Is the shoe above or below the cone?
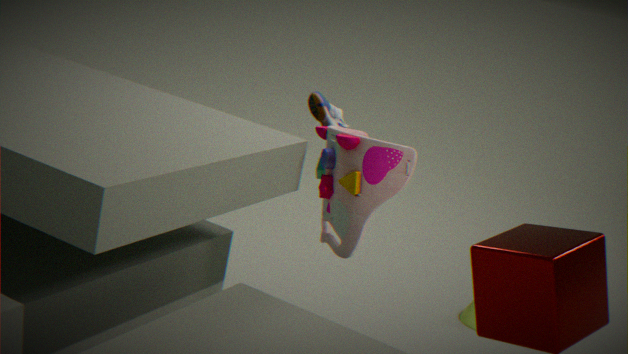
above
